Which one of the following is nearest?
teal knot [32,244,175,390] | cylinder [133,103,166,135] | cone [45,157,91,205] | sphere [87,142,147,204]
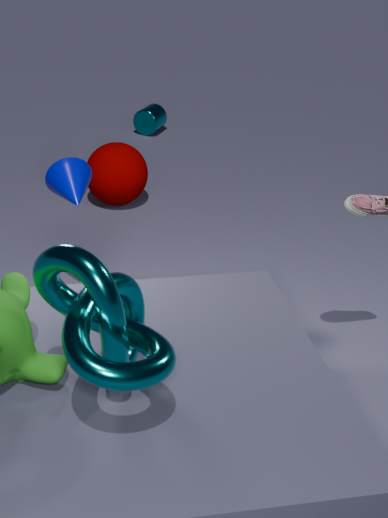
teal knot [32,244,175,390]
